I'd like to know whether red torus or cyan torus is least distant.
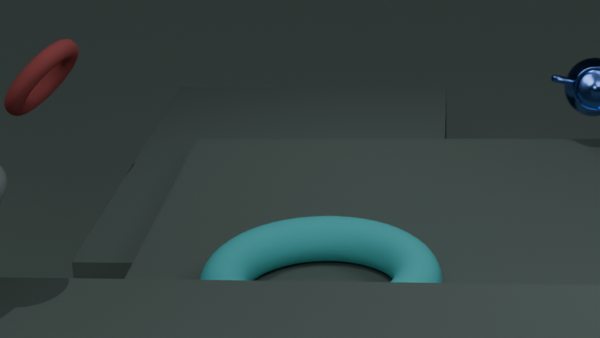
cyan torus
